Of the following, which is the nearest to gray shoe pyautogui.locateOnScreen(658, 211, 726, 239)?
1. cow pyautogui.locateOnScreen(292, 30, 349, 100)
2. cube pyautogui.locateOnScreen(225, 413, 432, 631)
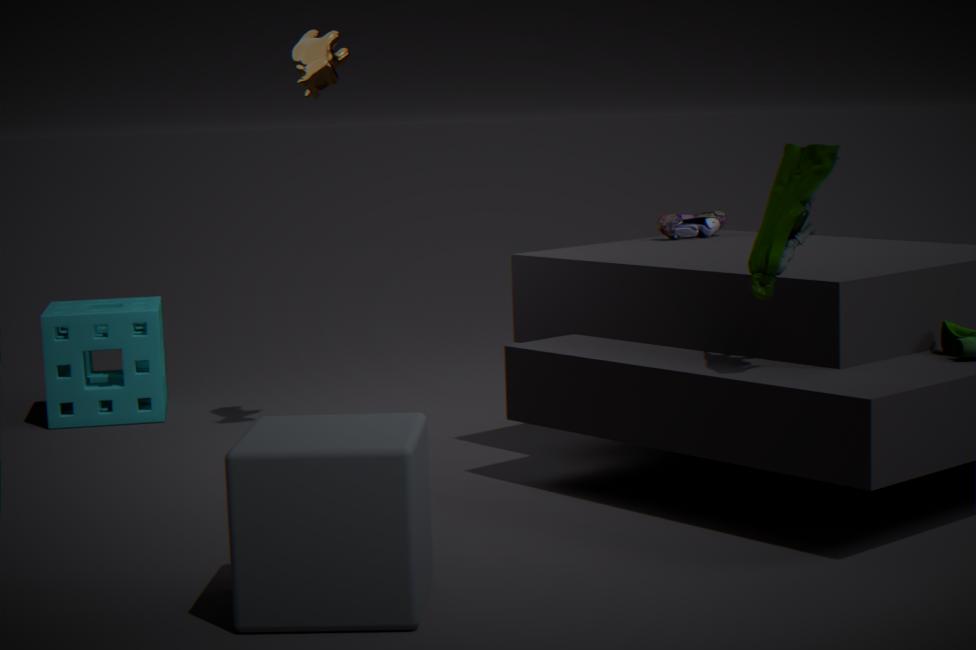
cow pyautogui.locateOnScreen(292, 30, 349, 100)
